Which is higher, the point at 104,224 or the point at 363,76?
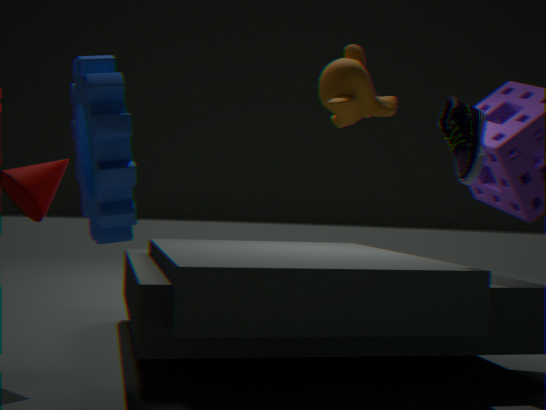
the point at 363,76
